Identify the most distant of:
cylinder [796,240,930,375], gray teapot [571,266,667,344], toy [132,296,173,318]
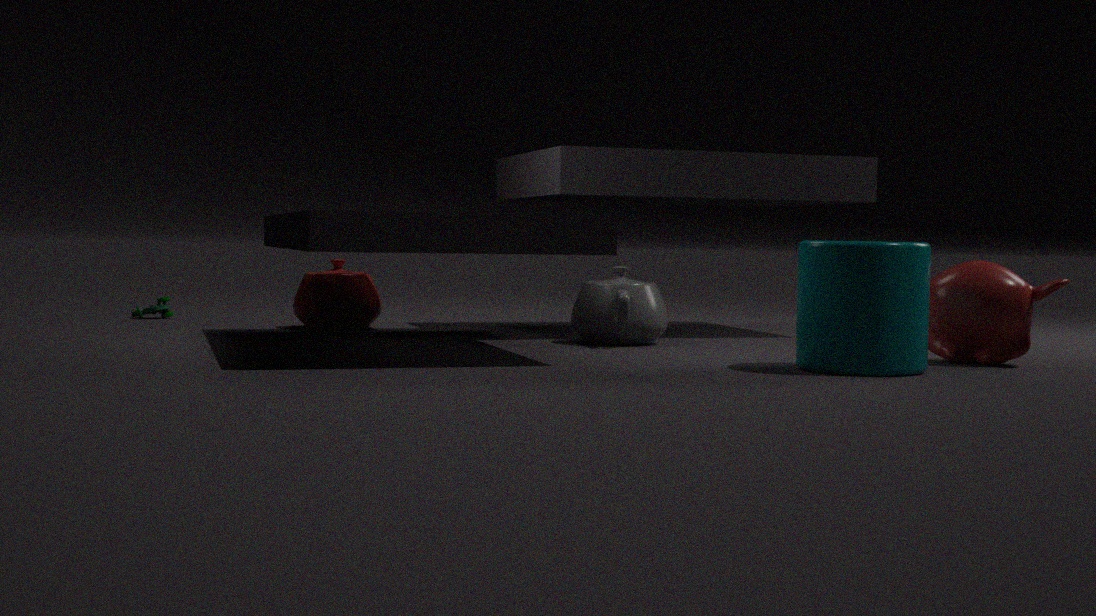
toy [132,296,173,318]
